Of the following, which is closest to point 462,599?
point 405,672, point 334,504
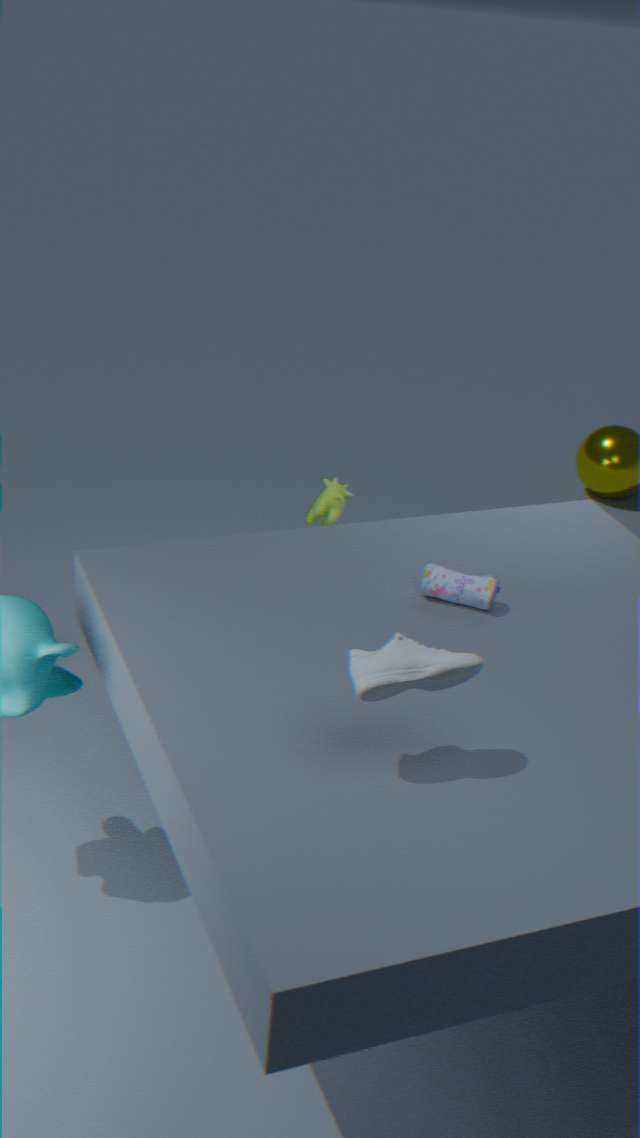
point 405,672
